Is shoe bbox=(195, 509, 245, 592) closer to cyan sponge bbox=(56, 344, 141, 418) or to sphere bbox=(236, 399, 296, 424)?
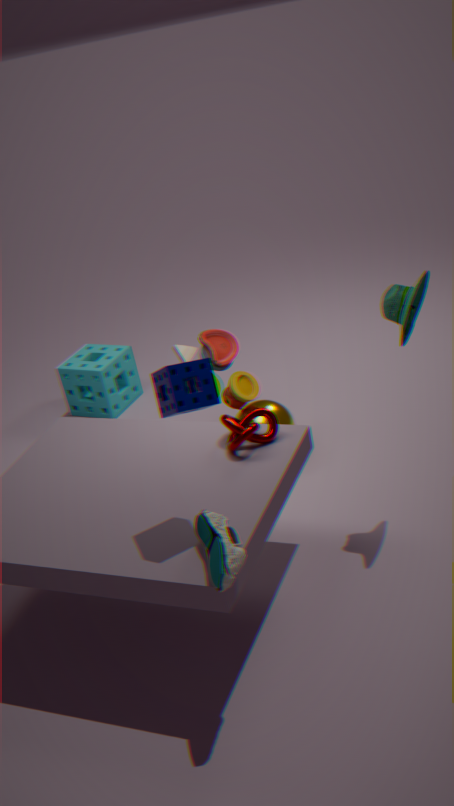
sphere bbox=(236, 399, 296, 424)
